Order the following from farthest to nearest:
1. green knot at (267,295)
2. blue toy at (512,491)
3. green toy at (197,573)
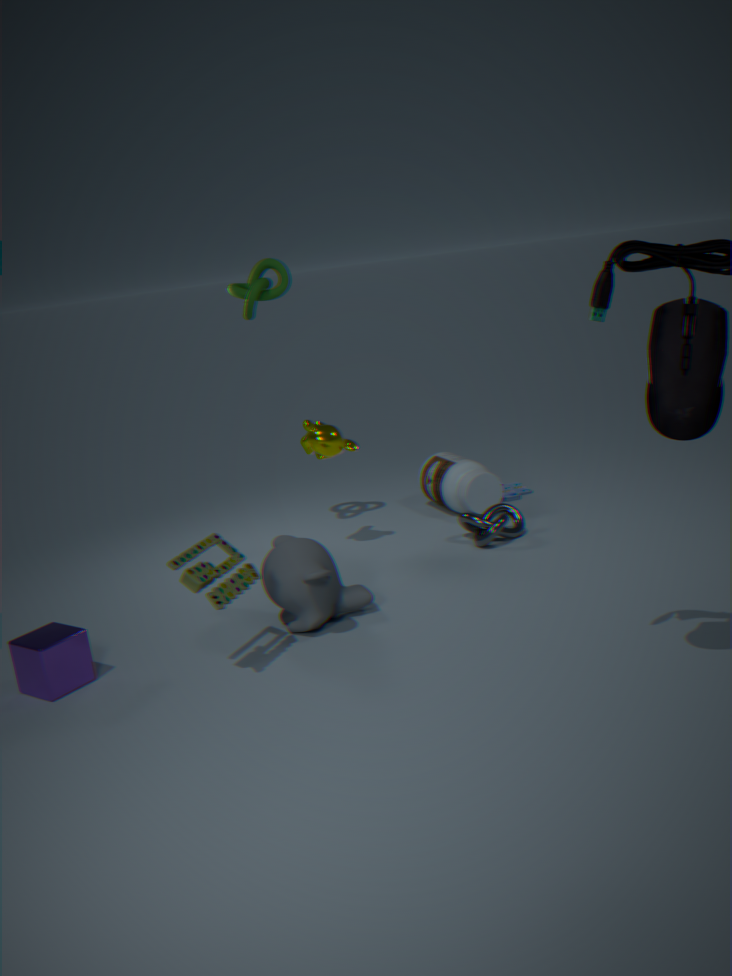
blue toy at (512,491) < green knot at (267,295) < green toy at (197,573)
